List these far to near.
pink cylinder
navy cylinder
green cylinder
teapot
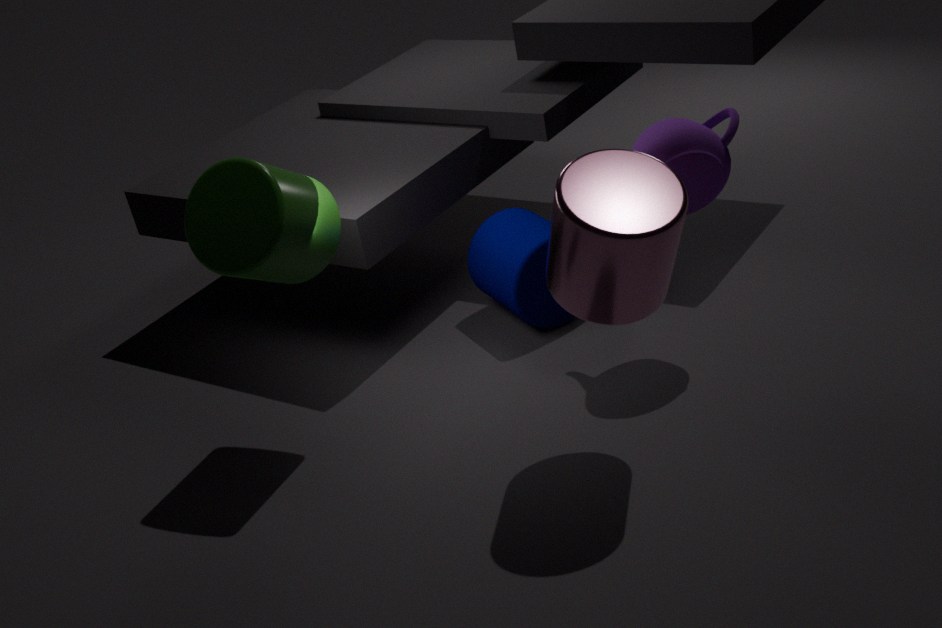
navy cylinder, teapot, green cylinder, pink cylinder
